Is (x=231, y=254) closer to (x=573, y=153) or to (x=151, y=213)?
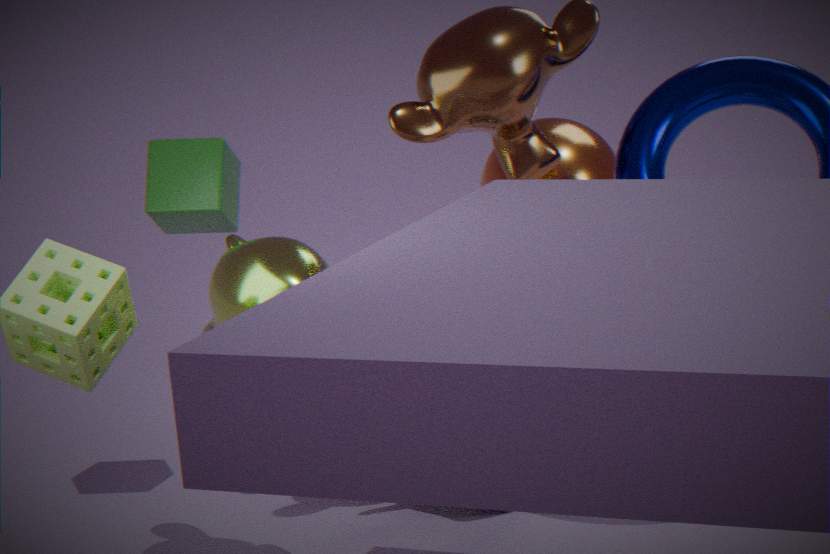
(x=151, y=213)
